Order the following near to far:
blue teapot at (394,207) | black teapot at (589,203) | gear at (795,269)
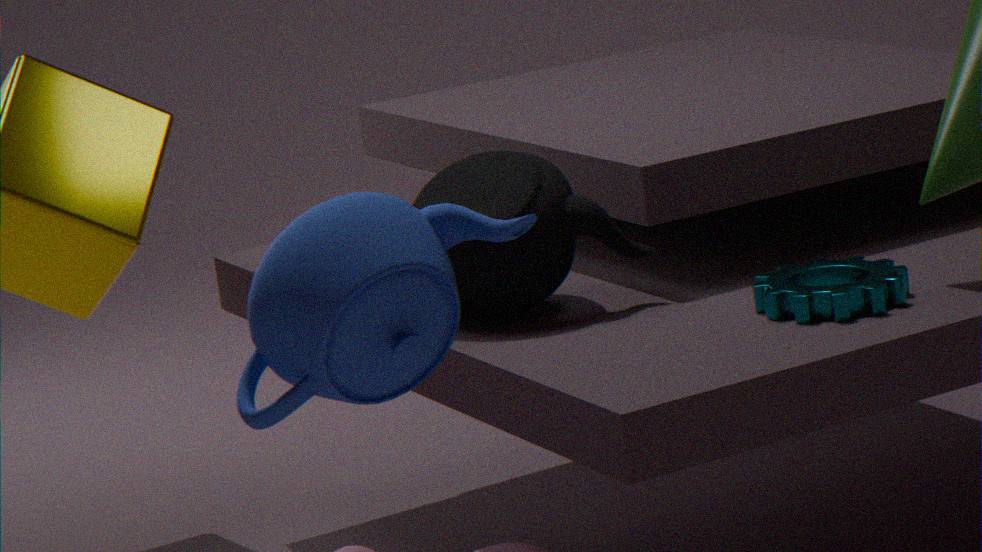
1. blue teapot at (394,207)
2. gear at (795,269)
3. black teapot at (589,203)
